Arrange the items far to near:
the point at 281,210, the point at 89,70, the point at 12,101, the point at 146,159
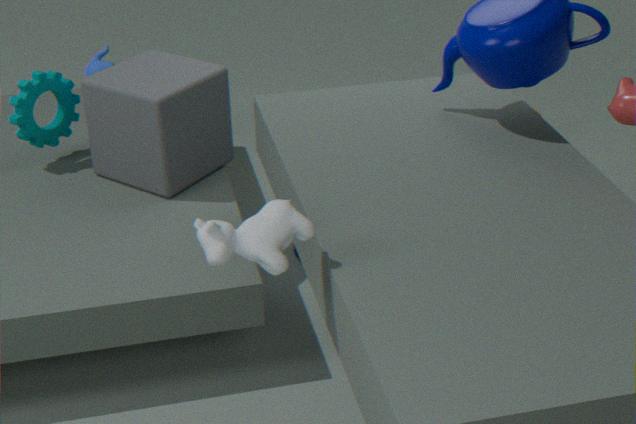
1. the point at 89,70
2. the point at 12,101
3. the point at 146,159
4. the point at 281,210
